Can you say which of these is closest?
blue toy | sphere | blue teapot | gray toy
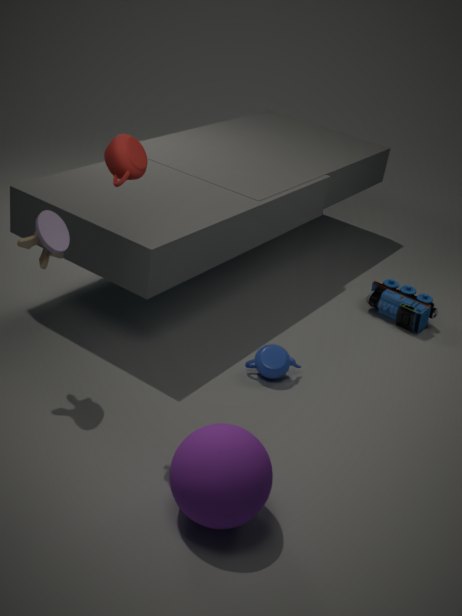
sphere
